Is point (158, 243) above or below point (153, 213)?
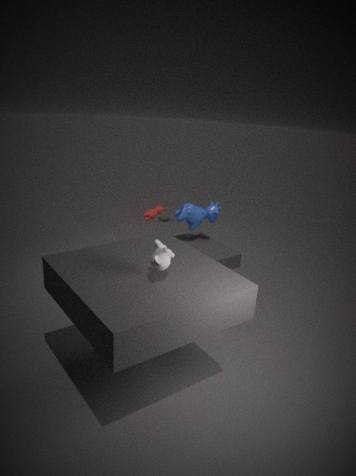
above
